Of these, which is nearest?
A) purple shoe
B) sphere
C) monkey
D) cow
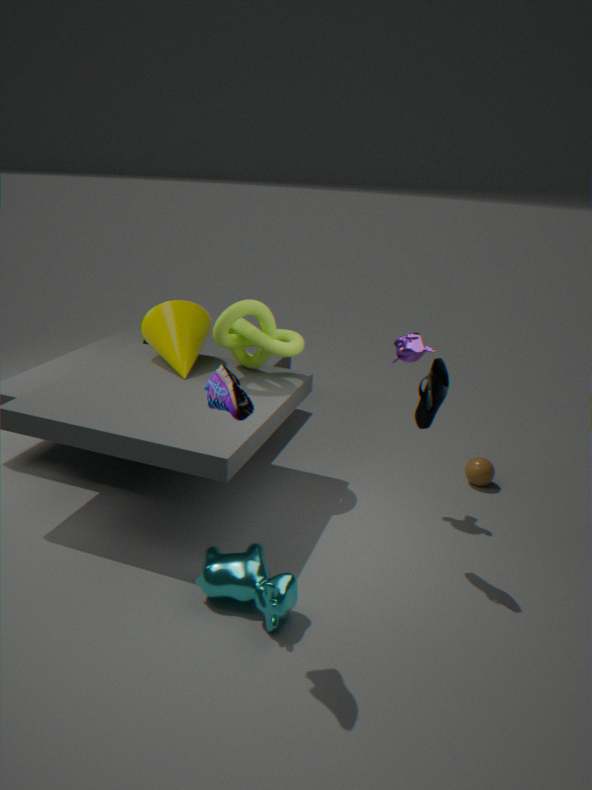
purple shoe
